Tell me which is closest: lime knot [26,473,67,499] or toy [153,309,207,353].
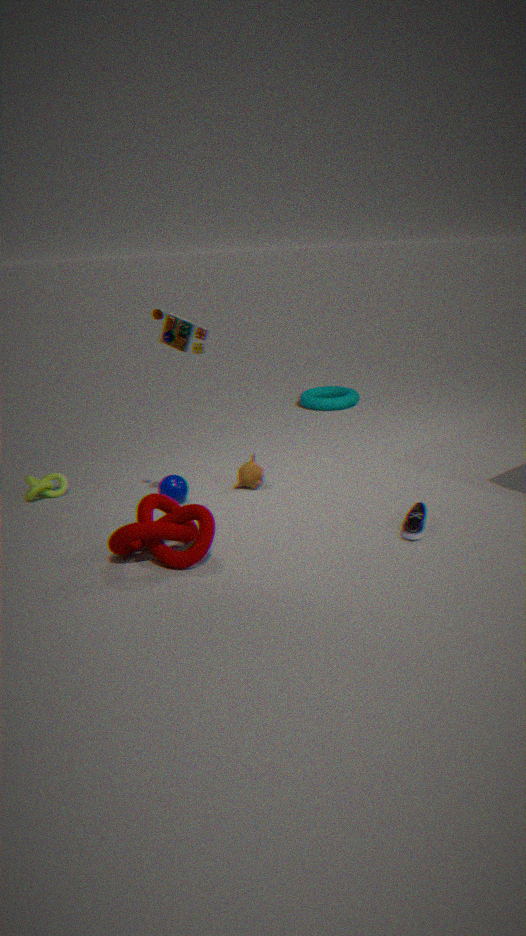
toy [153,309,207,353]
